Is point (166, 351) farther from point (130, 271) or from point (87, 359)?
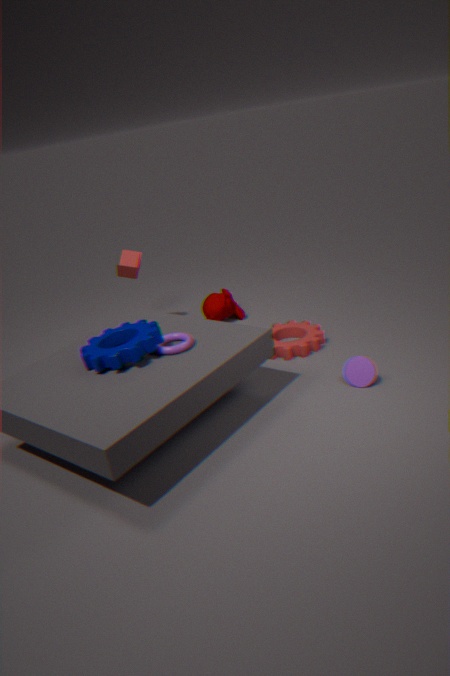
point (130, 271)
